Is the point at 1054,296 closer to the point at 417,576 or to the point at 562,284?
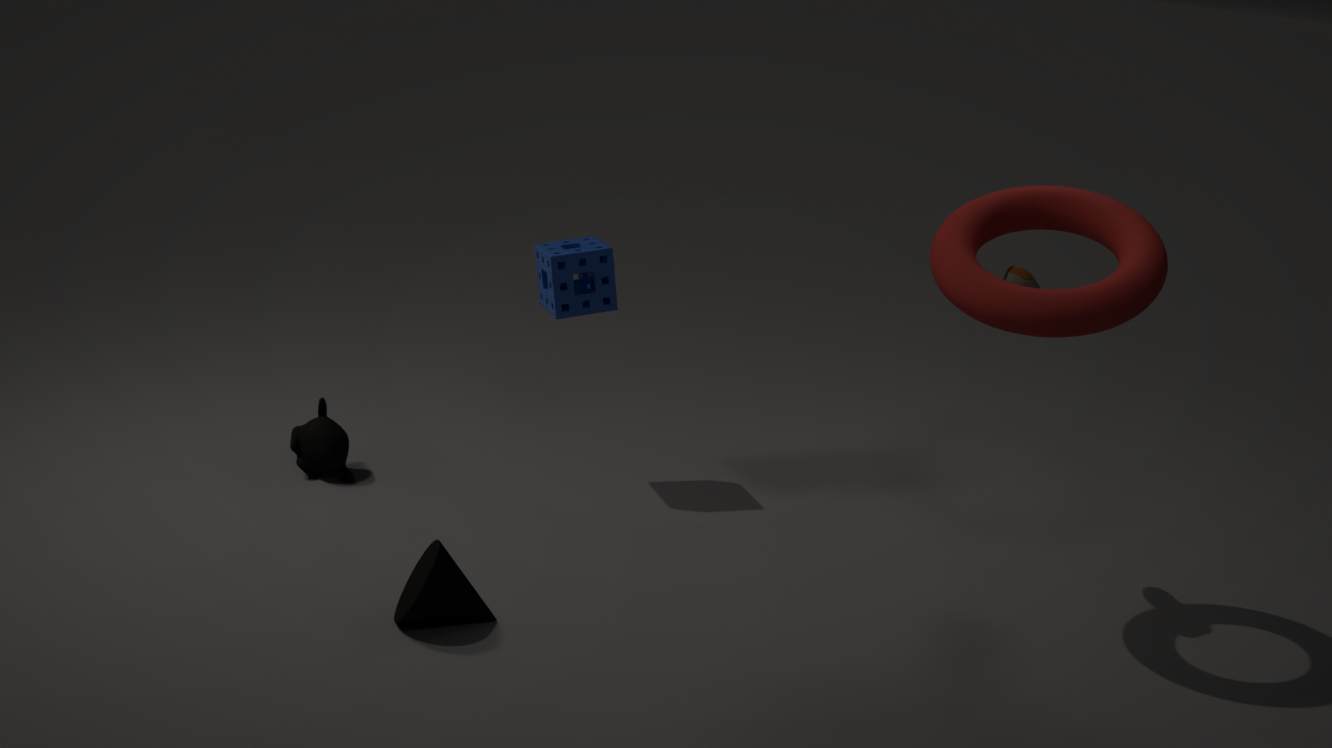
the point at 562,284
